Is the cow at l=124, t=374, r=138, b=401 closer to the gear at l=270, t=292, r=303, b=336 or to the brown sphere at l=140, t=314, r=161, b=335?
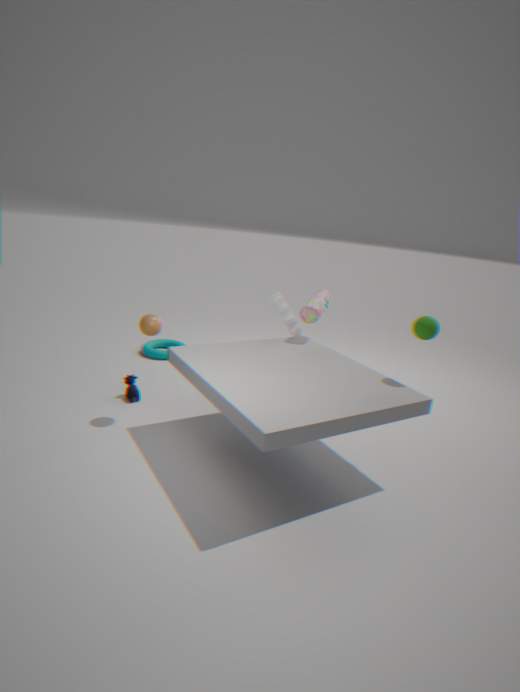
the brown sphere at l=140, t=314, r=161, b=335
